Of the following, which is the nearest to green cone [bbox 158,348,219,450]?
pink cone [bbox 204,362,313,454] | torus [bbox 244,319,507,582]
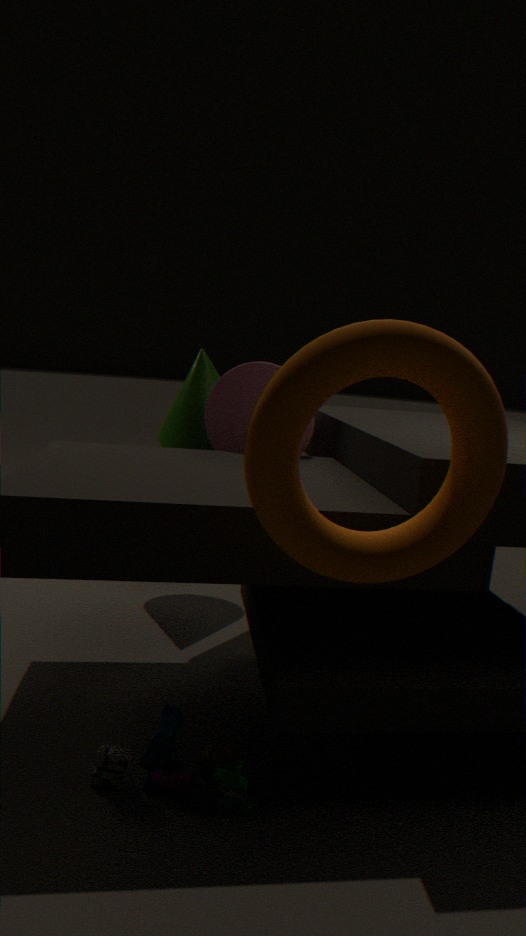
pink cone [bbox 204,362,313,454]
